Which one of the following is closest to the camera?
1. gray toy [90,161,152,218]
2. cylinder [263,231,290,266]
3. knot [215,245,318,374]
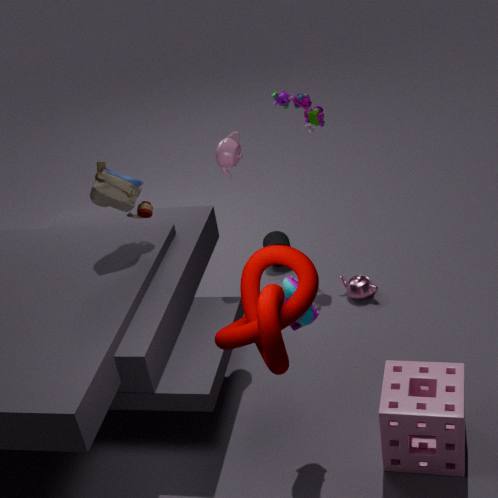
knot [215,245,318,374]
